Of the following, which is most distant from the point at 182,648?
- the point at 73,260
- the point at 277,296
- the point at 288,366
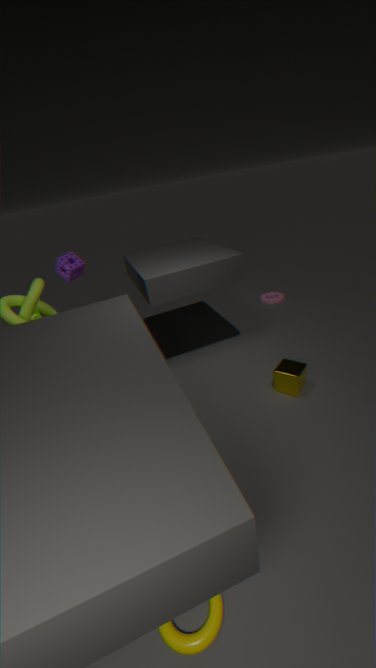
the point at 277,296
